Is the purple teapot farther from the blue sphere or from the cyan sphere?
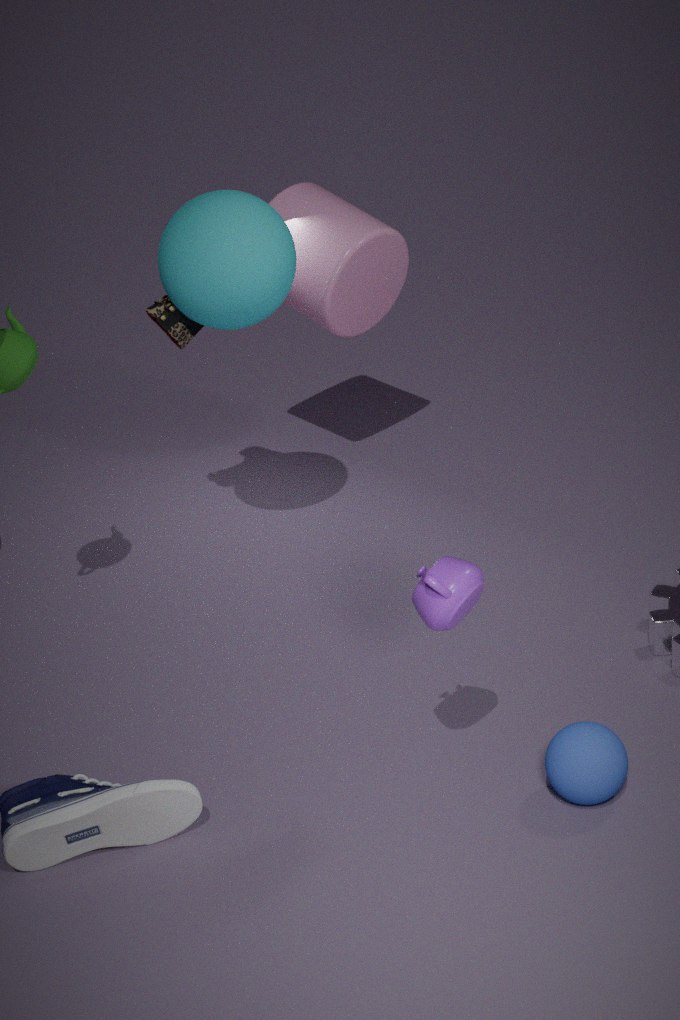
the cyan sphere
